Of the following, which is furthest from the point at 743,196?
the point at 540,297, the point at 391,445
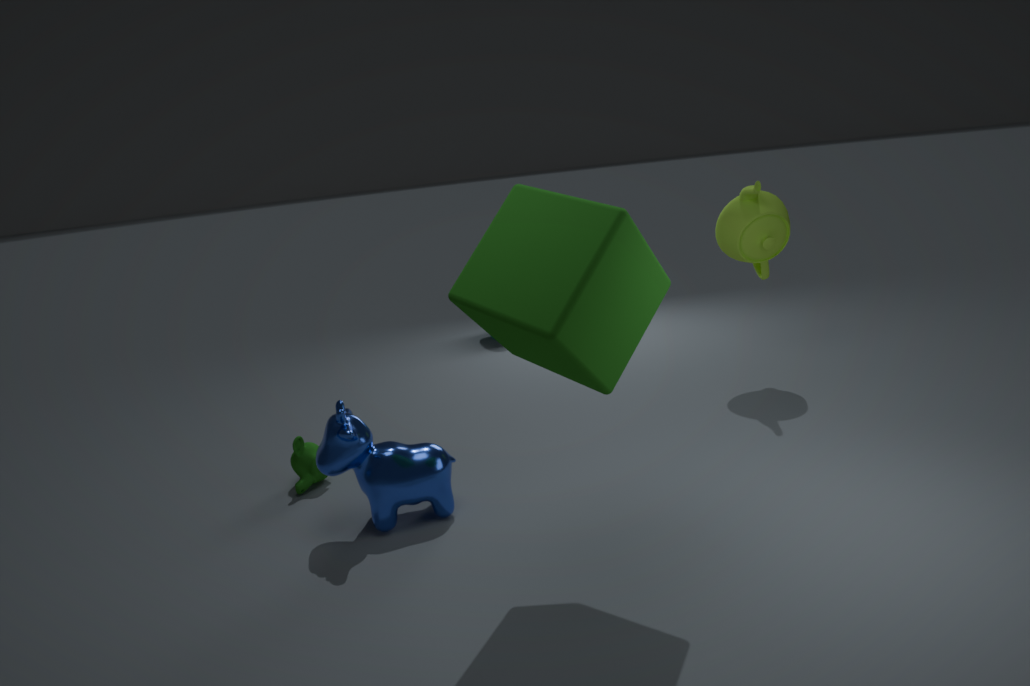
the point at 391,445
